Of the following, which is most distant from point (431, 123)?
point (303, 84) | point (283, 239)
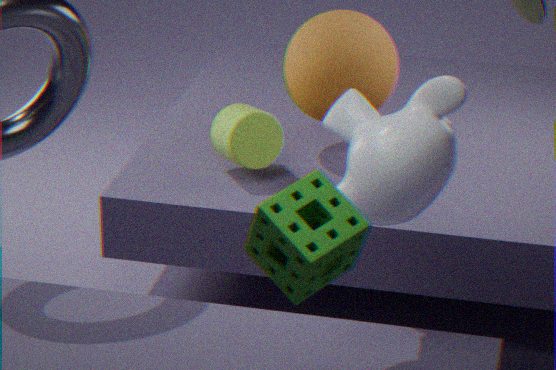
point (303, 84)
